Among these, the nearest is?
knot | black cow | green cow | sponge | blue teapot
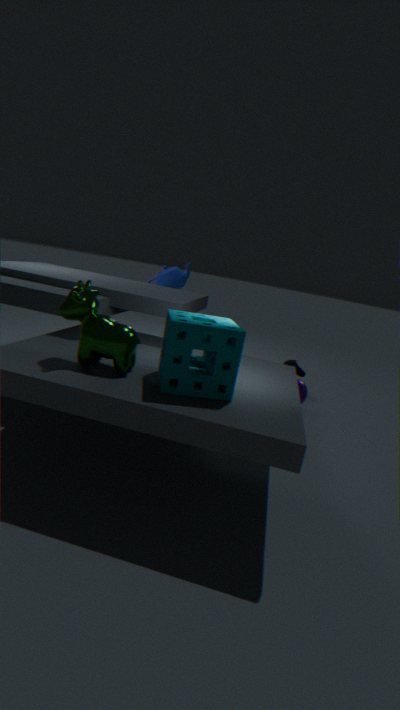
sponge
